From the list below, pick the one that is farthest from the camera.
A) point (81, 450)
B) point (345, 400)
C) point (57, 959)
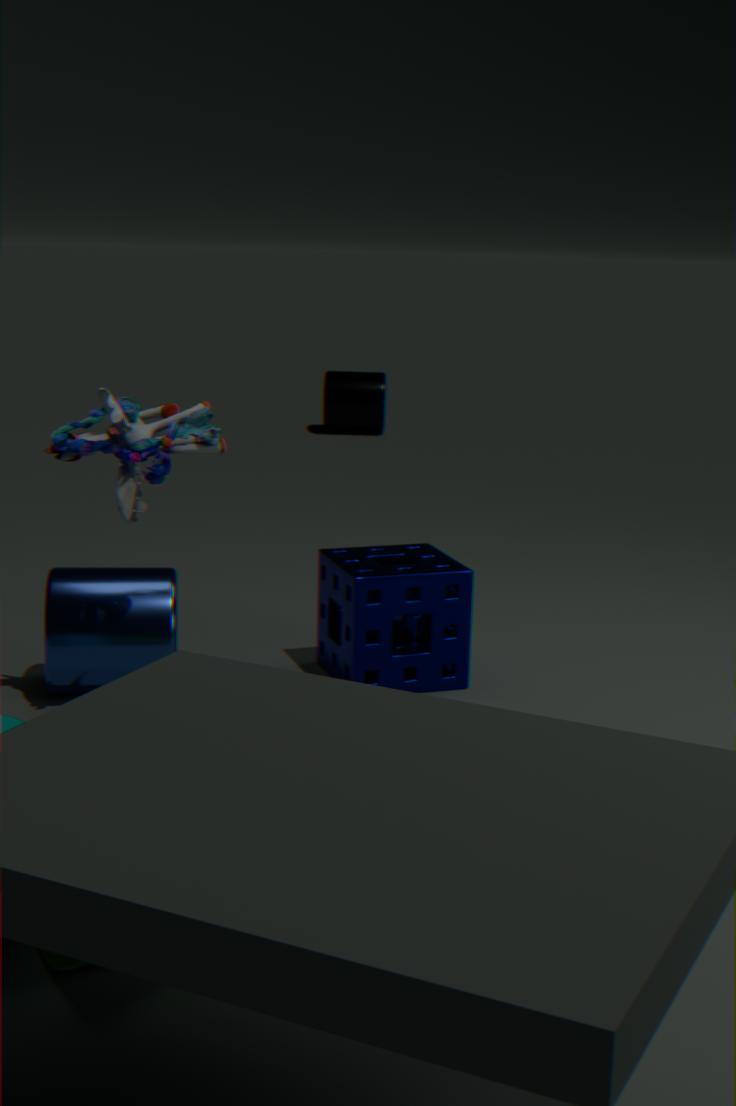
point (345, 400)
